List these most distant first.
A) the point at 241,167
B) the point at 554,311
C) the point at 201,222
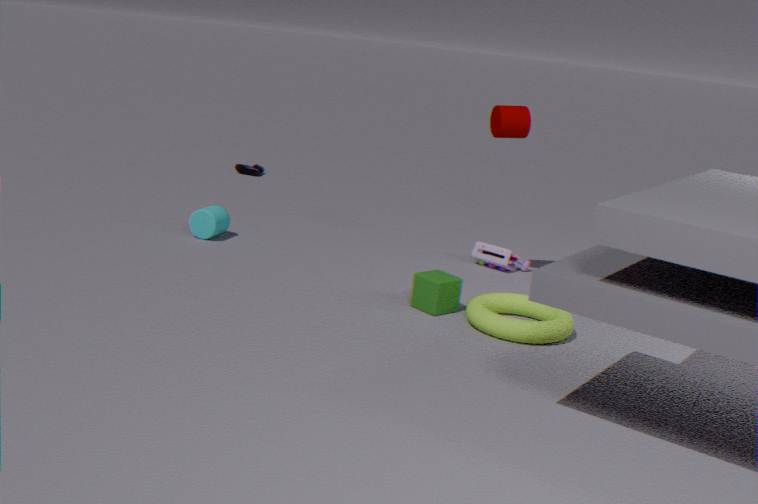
A. the point at 241,167, C. the point at 201,222, B. the point at 554,311
